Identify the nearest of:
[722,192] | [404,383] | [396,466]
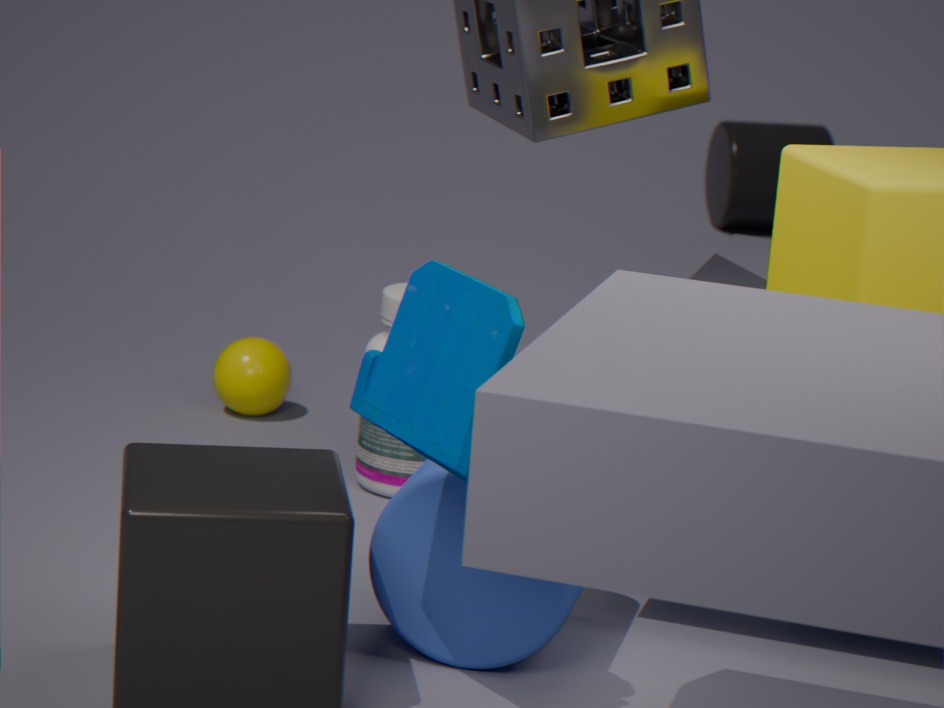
[404,383]
